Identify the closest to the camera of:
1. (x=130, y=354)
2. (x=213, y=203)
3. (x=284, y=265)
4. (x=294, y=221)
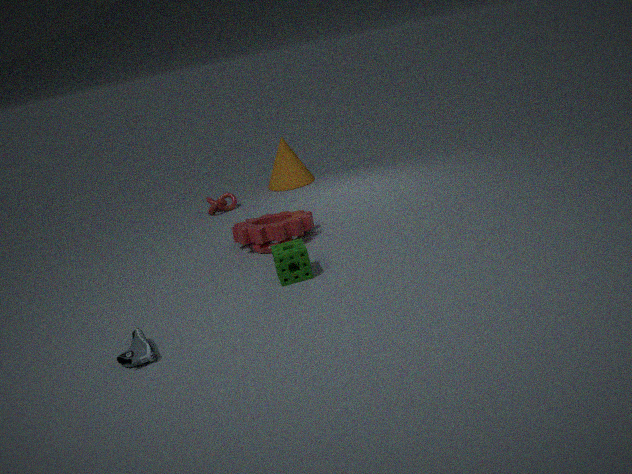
(x=130, y=354)
